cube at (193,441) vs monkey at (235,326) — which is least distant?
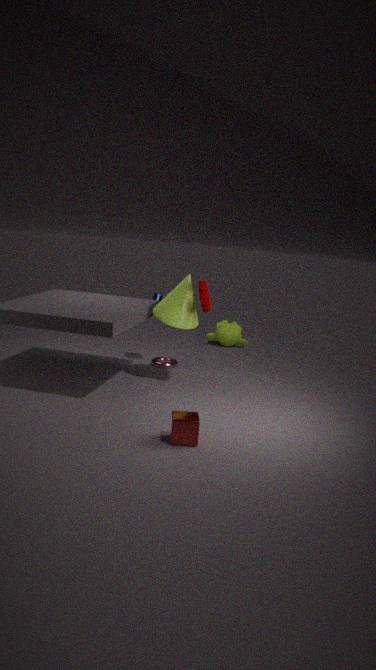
cube at (193,441)
